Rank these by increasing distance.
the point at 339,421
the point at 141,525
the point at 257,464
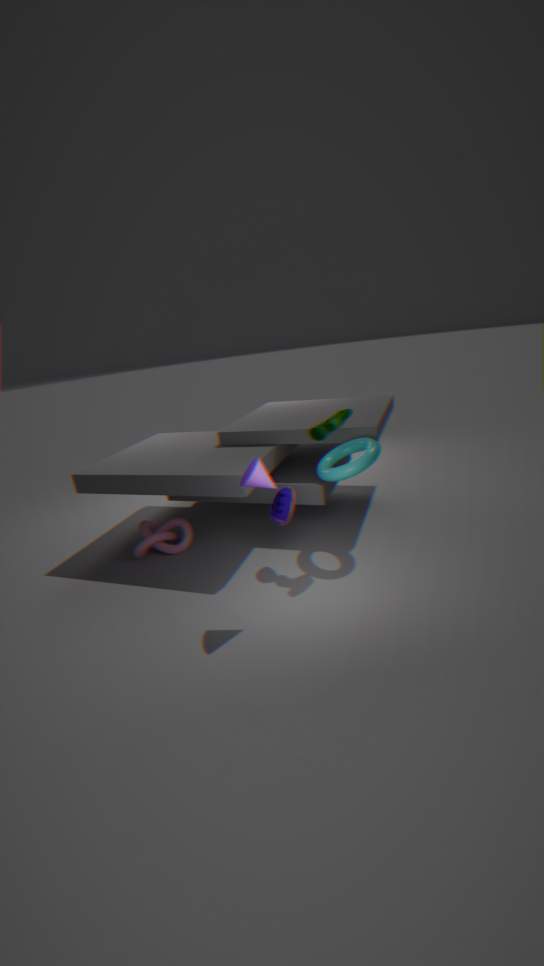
1. the point at 257,464
2. the point at 339,421
3. the point at 141,525
